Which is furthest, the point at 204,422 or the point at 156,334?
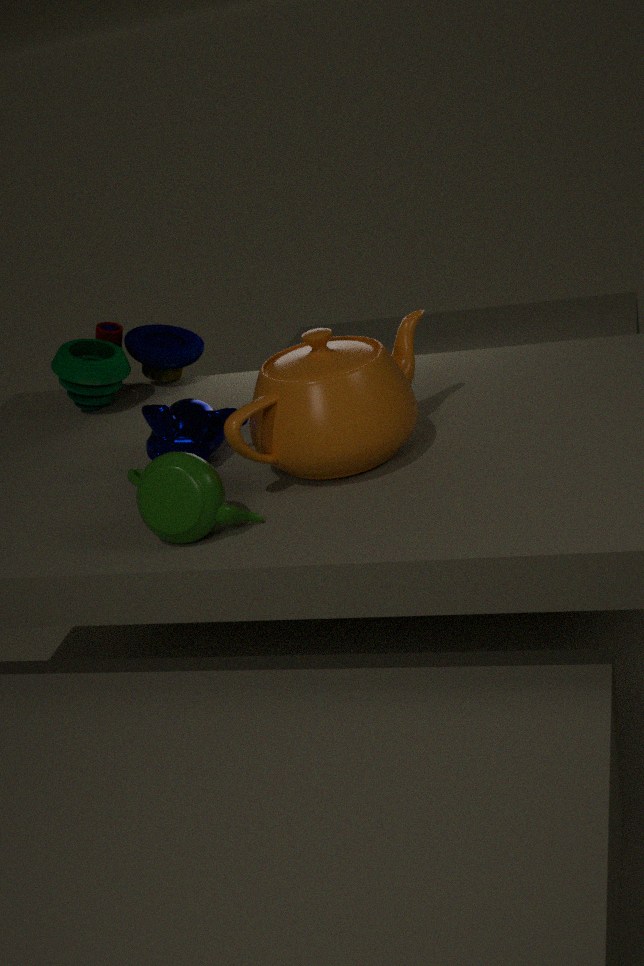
the point at 156,334
